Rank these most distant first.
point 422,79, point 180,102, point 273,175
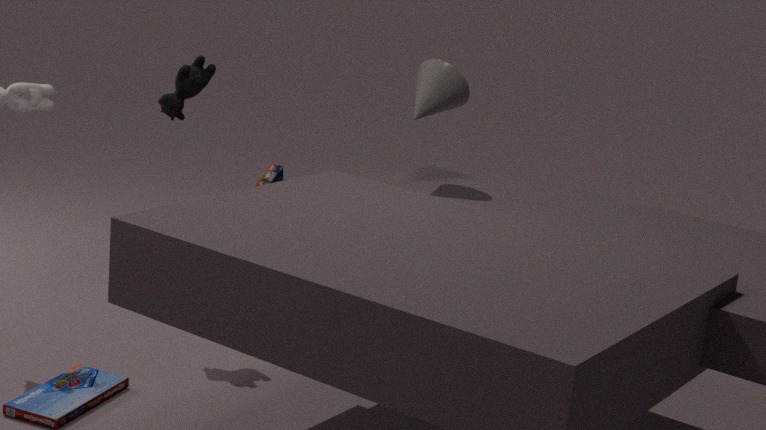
1. point 273,175
2. point 180,102
3. point 422,79
